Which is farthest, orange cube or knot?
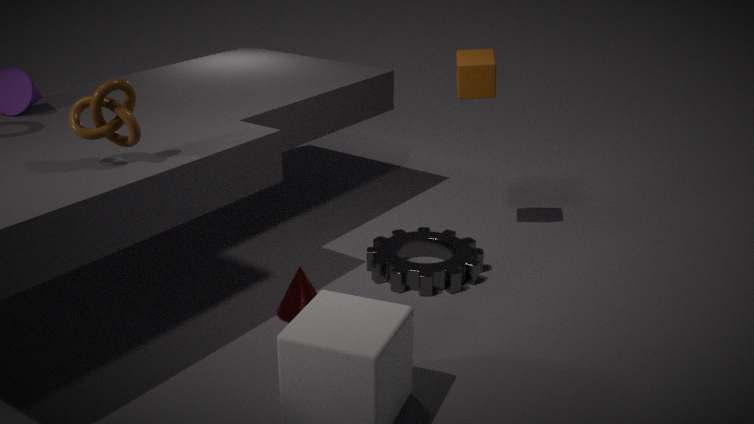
orange cube
